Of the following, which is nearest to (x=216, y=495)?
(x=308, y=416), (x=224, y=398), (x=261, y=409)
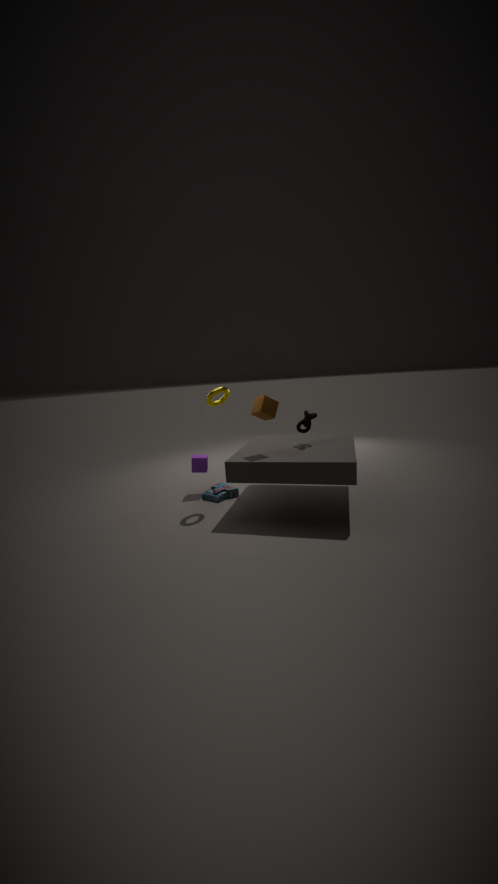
(x=224, y=398)
